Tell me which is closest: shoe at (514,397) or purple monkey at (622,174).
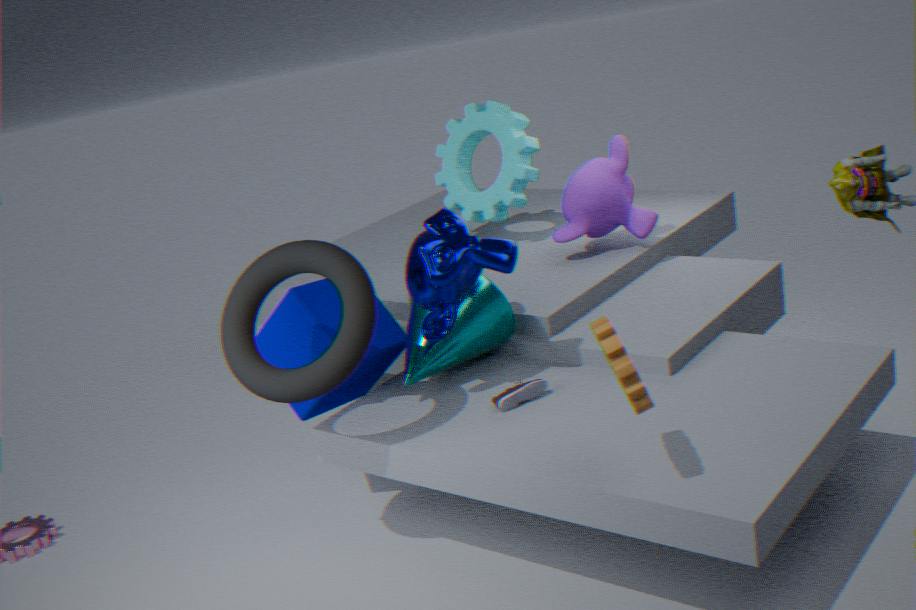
shoe at (514,397)
